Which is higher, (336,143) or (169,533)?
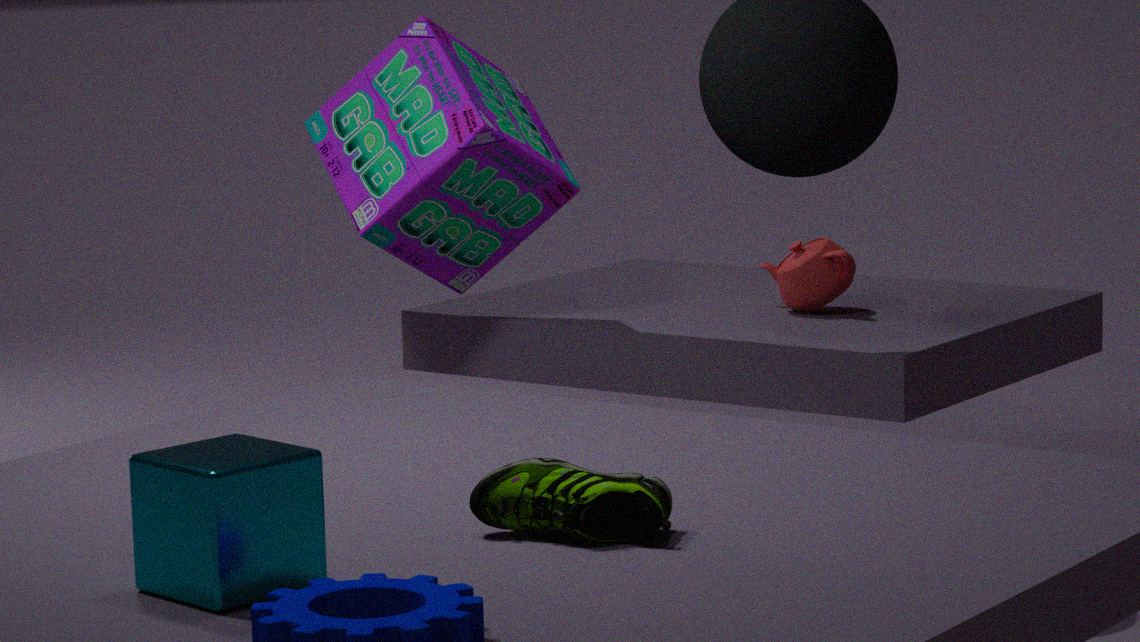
(336,143)
